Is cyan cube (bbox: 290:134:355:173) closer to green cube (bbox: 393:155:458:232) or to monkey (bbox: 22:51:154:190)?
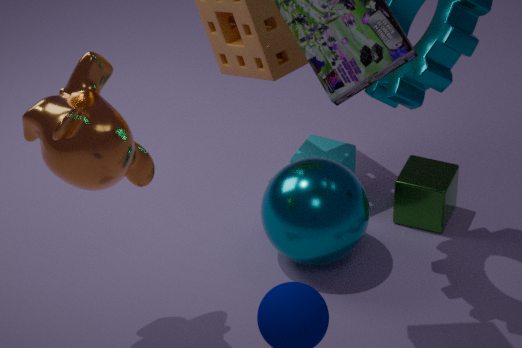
green cube (bbox: 393:155:458:232)
